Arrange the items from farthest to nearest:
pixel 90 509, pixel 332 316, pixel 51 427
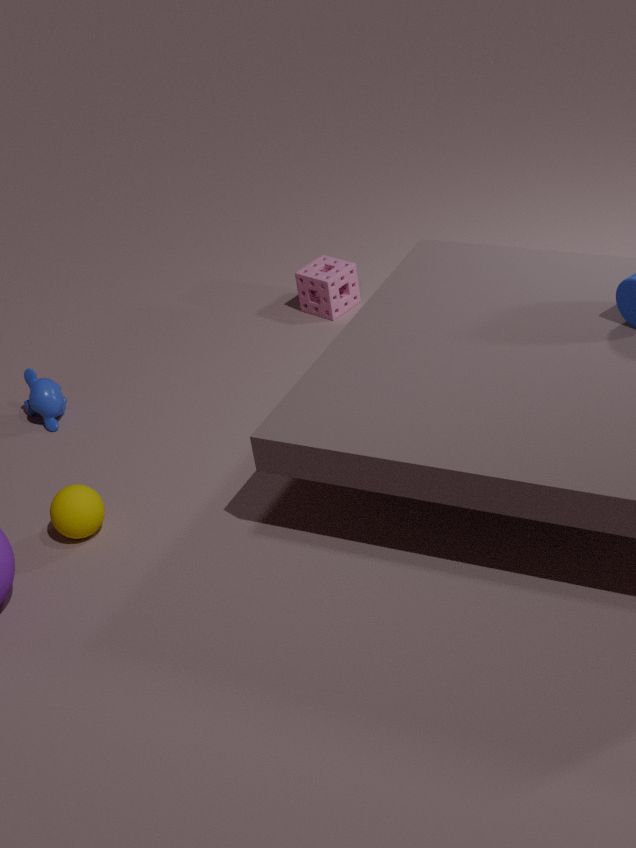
pixel 332 316
pixel 51 427
pixel 90 509
